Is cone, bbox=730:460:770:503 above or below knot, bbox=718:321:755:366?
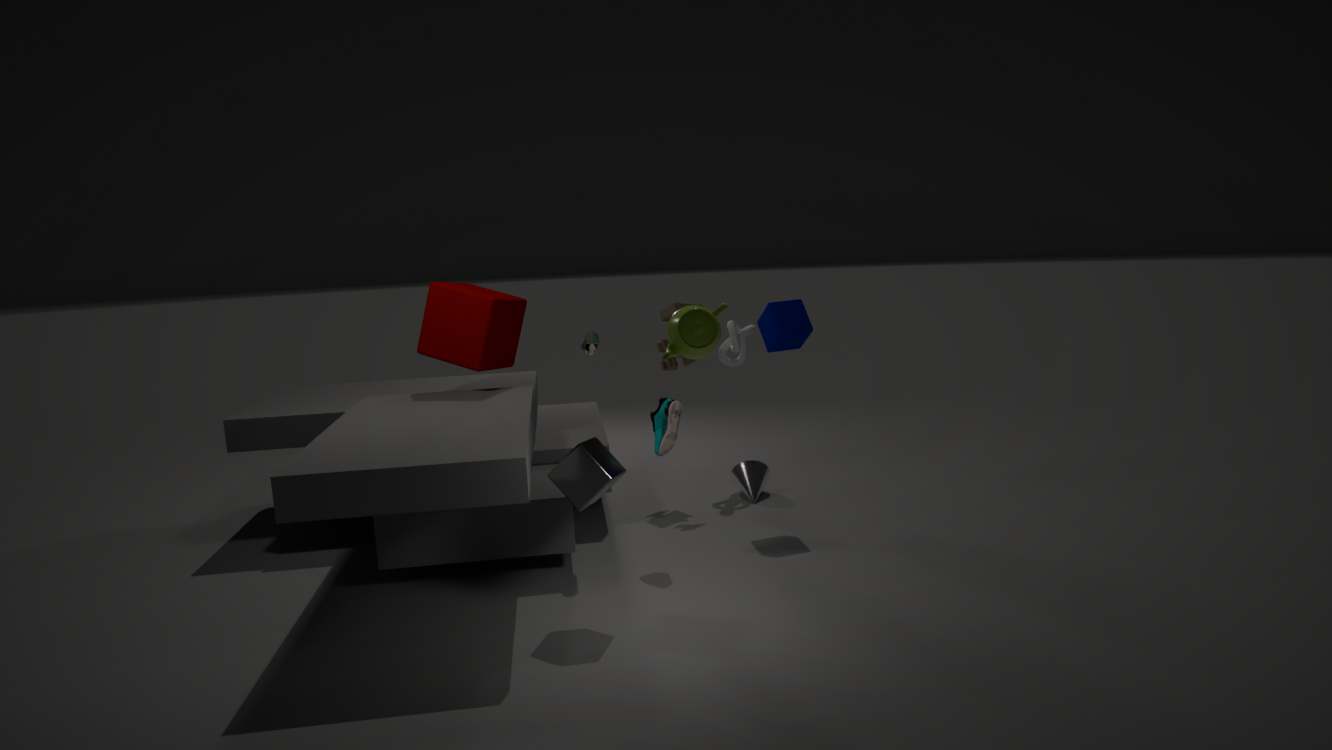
below
